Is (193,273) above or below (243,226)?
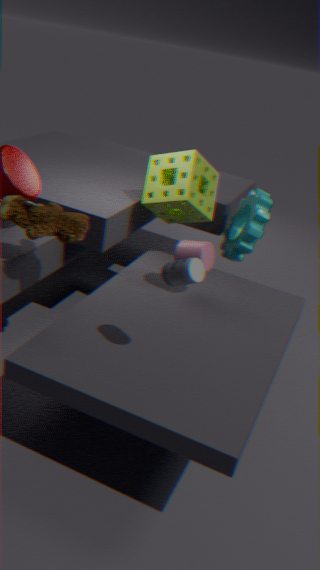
above
